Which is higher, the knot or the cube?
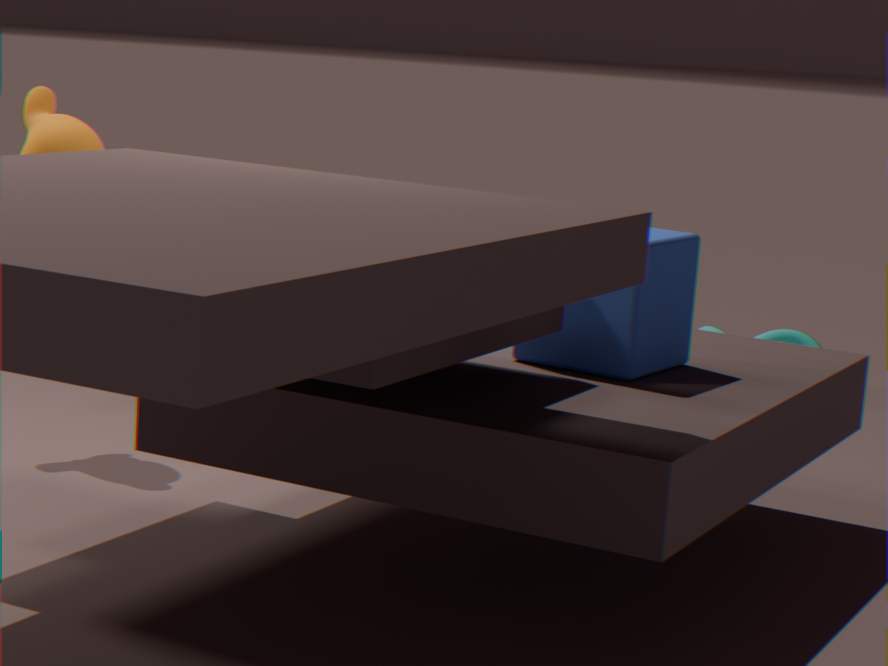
the cube
